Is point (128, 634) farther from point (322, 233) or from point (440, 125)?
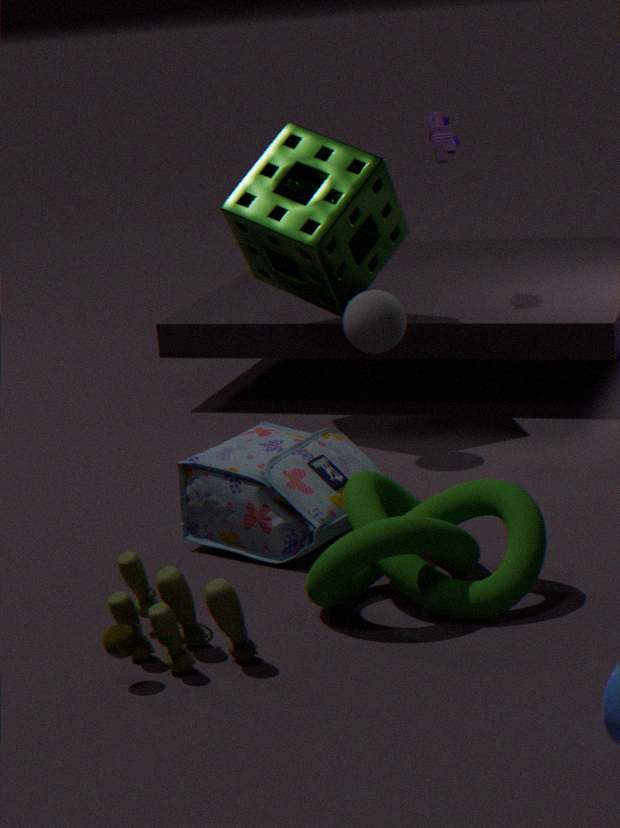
point (440, 125)
